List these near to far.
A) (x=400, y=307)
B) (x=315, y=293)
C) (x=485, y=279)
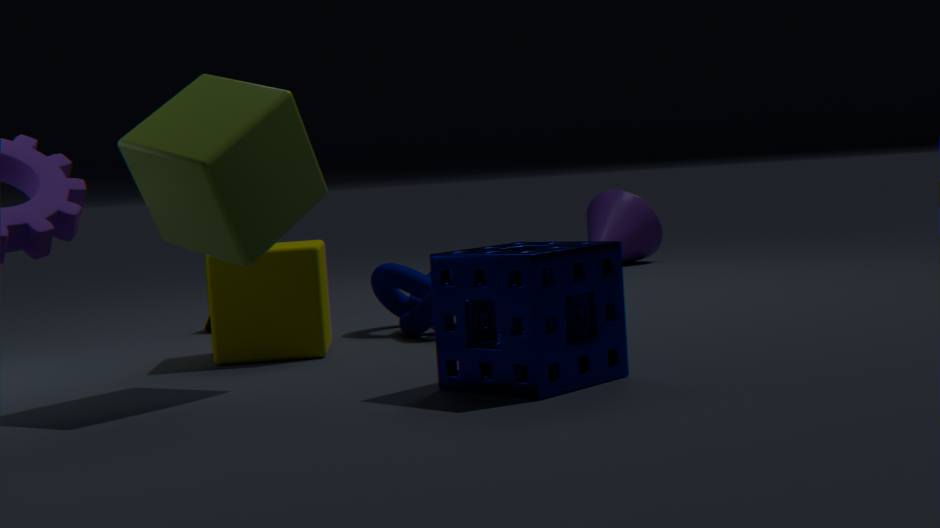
(x=485, y=279) → (x=315, y=293) → (x=400, y=307)
